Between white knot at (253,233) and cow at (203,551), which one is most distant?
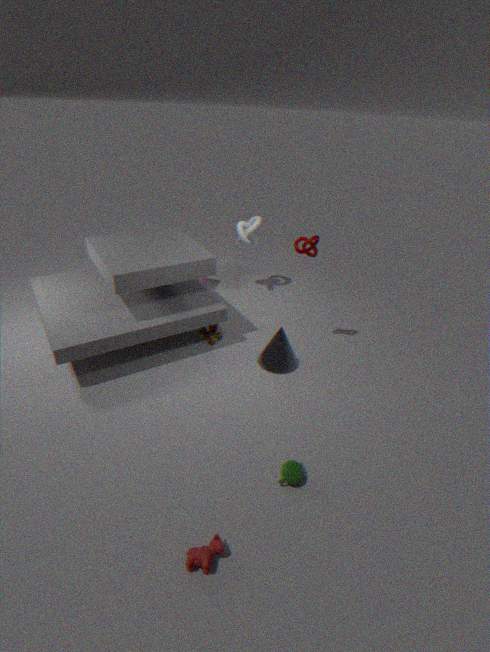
white knot at (253,233)
